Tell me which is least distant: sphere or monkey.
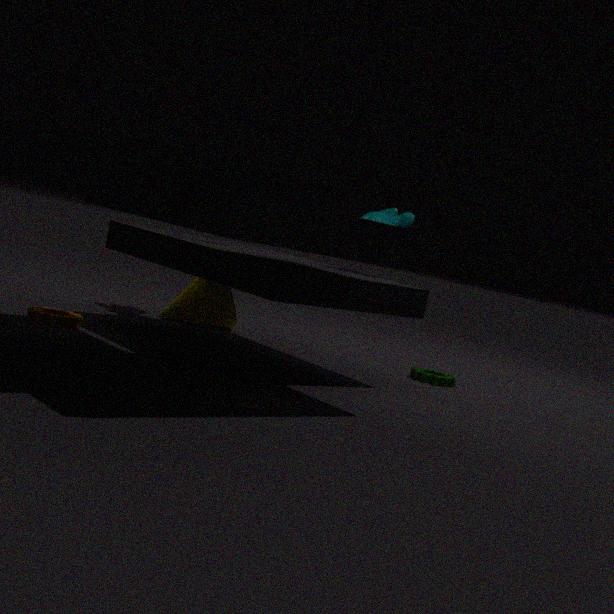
sphere
